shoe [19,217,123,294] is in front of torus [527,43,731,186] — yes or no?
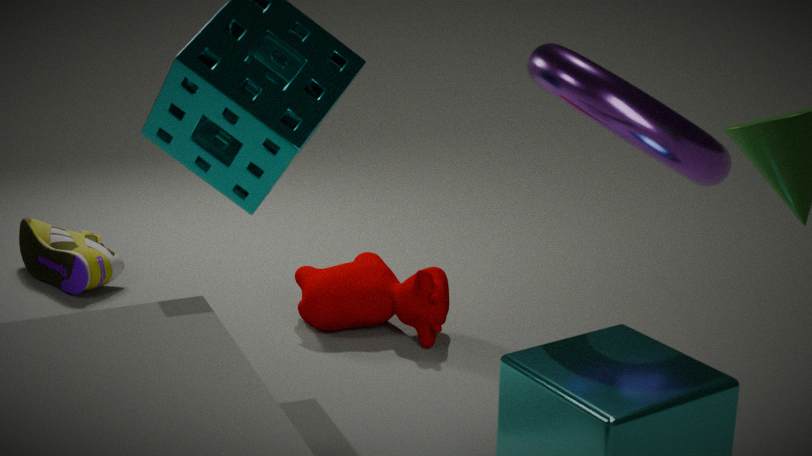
No
